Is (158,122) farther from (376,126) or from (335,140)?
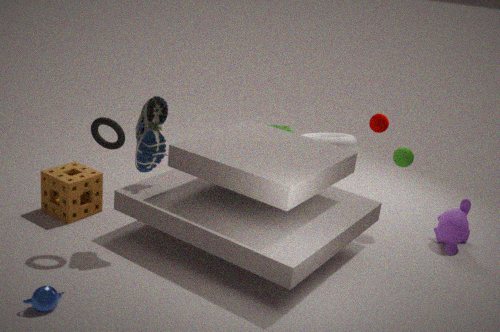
(376,126)
